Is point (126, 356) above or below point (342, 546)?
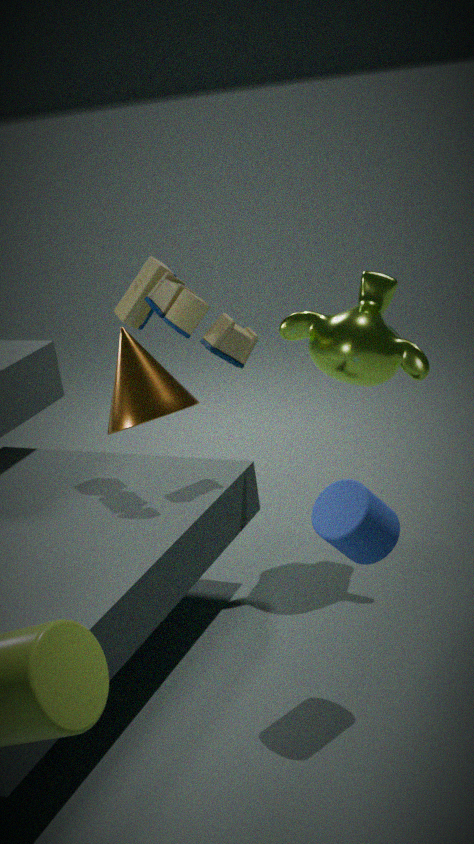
above
